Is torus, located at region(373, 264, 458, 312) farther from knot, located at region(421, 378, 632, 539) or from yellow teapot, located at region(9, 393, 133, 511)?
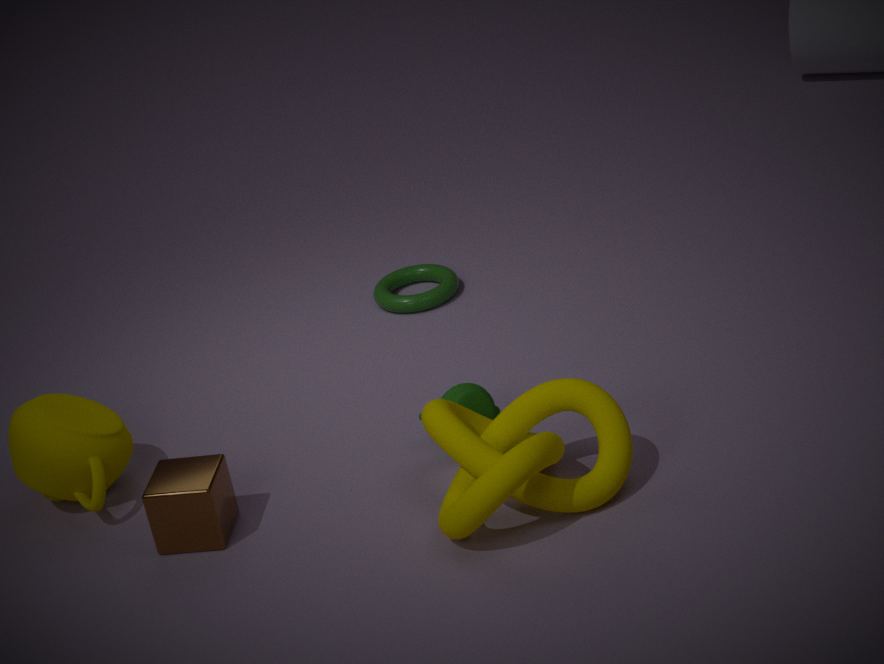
yellow teapot, located at region(9, 393, 133, 511)
